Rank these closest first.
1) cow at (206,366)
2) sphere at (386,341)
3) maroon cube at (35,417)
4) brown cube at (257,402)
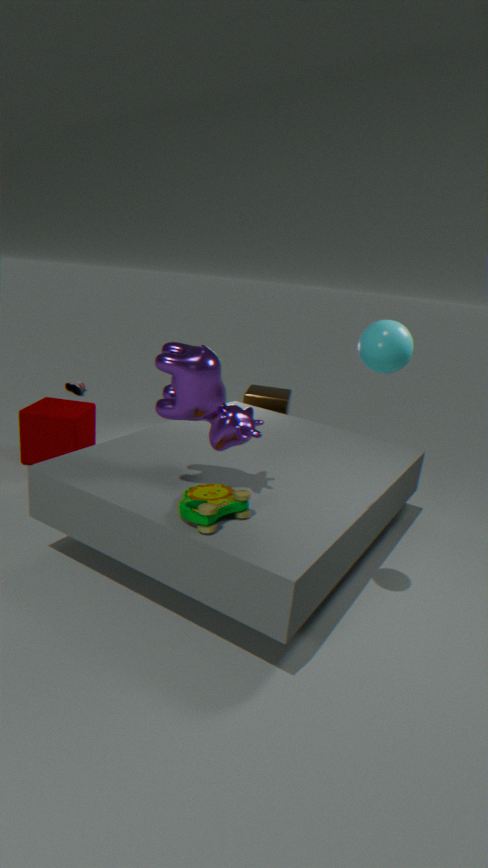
1. 2. sphere at (386,341)
2. 1. cow at (206,366)
3. 3. maroon cube at (35,417)
4. 4. brown cube at (257,402)
